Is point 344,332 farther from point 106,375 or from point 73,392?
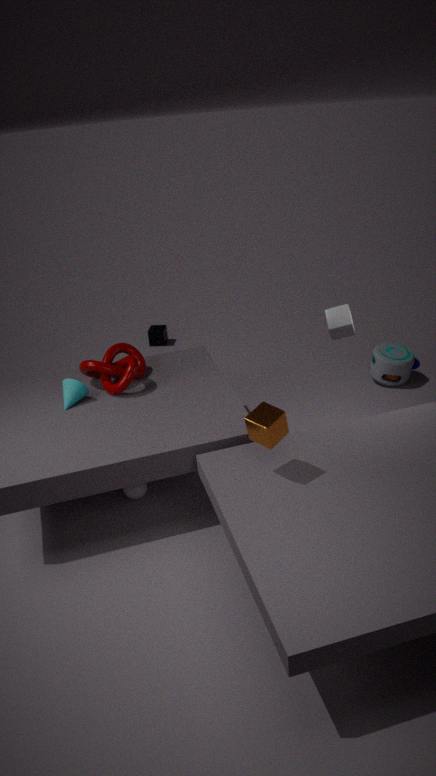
point 73,392
